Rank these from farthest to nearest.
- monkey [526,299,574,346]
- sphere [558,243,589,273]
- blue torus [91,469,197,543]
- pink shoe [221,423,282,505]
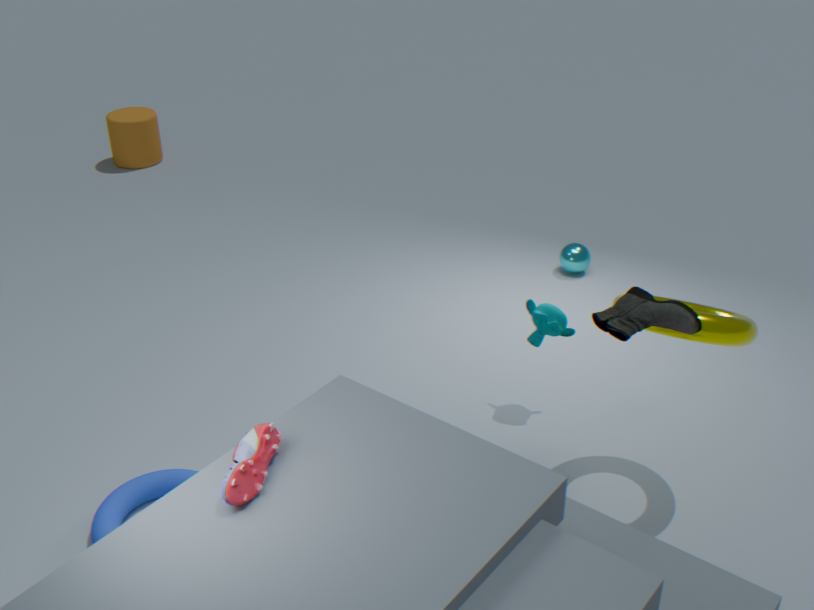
sphere [558,243,589,273]
monkey [526,299,574,346]
blue torus [91,469,197,543]
pink shoe [221,423,282,505]
